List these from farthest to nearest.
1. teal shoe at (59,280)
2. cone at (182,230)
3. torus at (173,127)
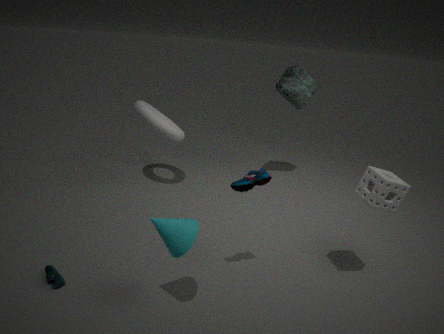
torus at (173,127) → teal shoe at (59,280) → cone at (182,230)
